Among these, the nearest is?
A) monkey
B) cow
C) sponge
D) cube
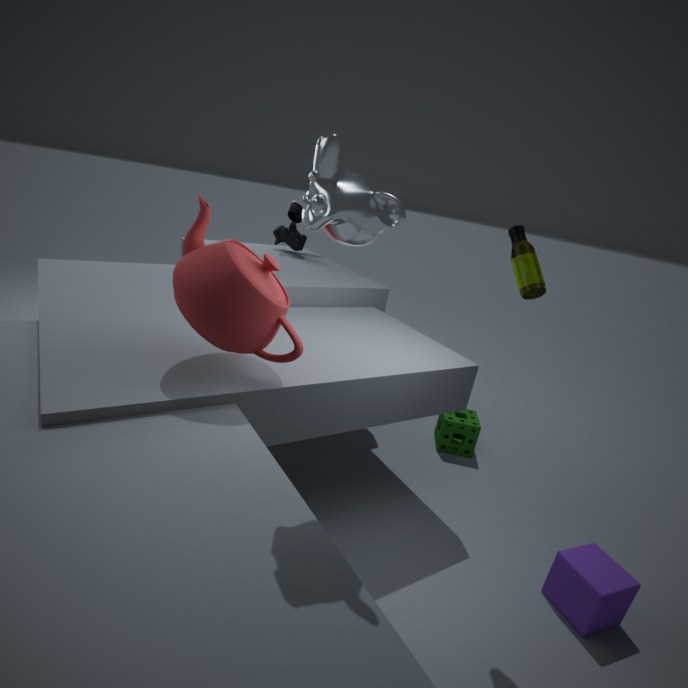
monkey
